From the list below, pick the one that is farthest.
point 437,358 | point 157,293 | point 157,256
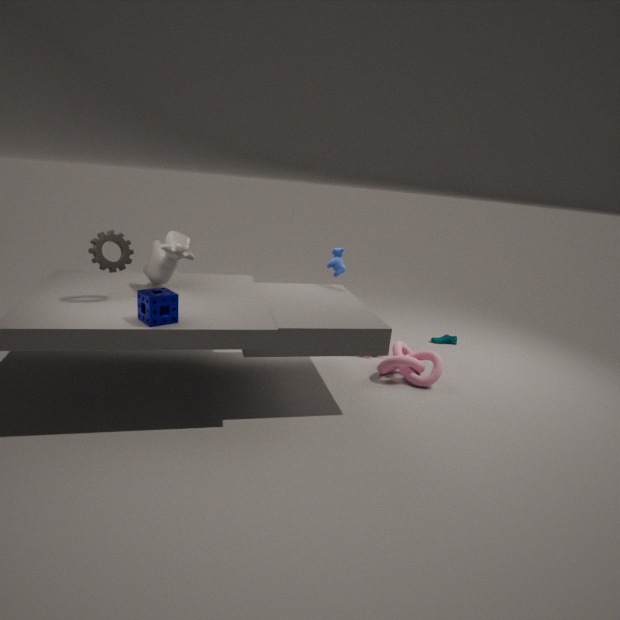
point 437,358
